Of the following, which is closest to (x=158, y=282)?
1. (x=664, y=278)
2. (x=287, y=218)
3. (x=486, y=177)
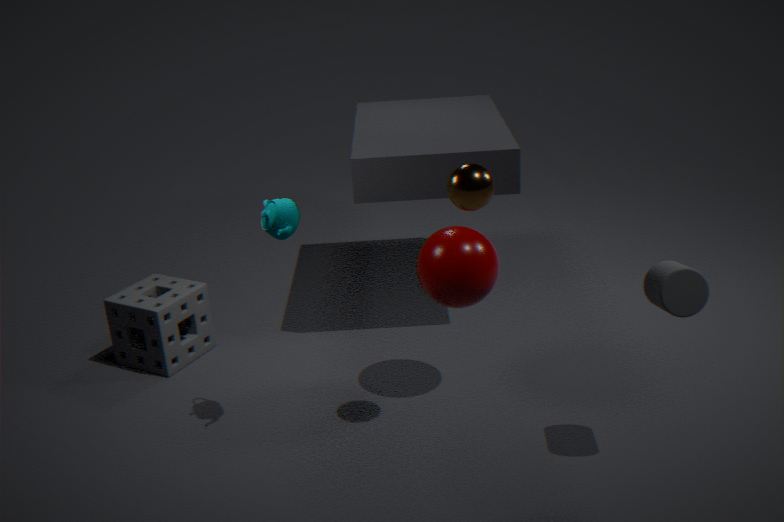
(x=287, y=218)
